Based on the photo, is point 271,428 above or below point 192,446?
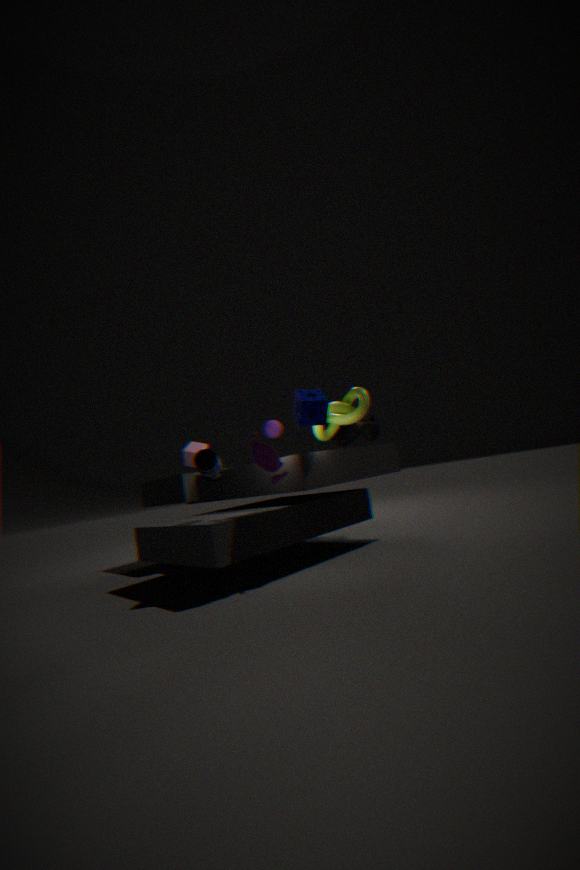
above
